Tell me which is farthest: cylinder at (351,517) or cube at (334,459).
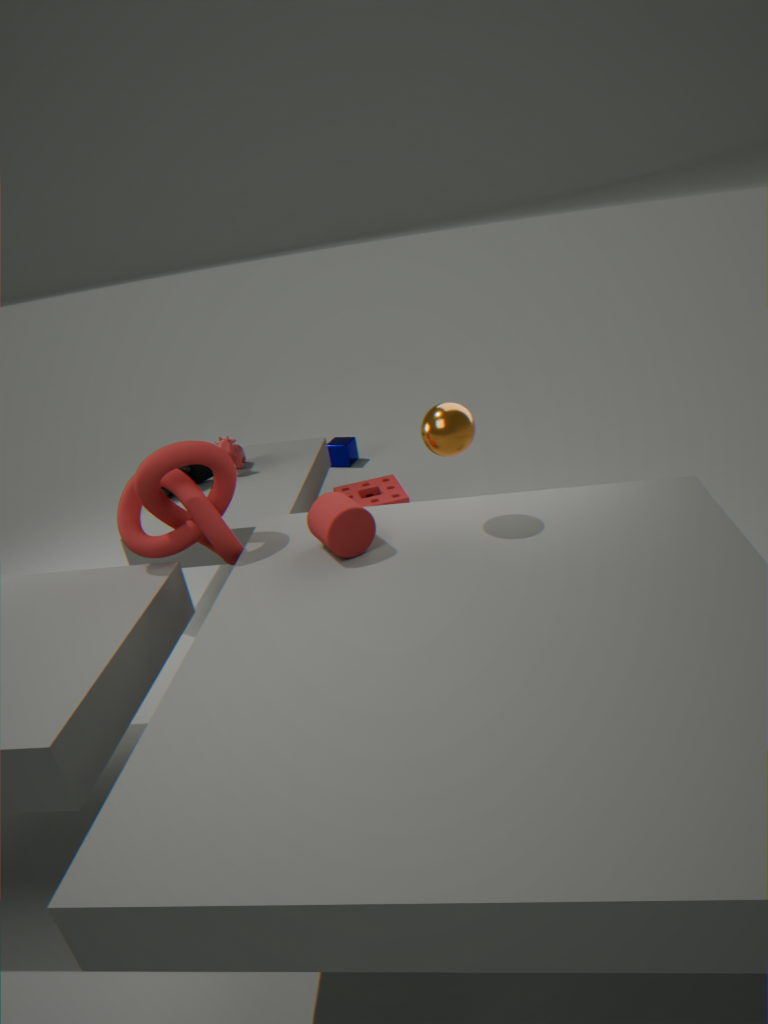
cube at (334,459)
